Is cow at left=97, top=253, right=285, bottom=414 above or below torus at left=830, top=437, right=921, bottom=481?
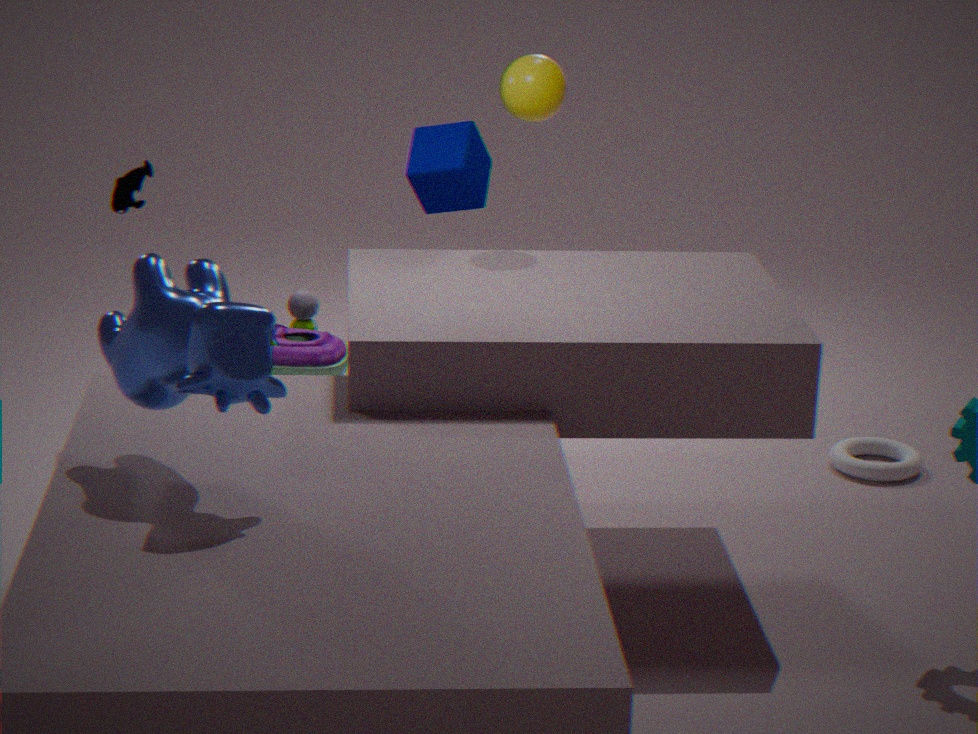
above
